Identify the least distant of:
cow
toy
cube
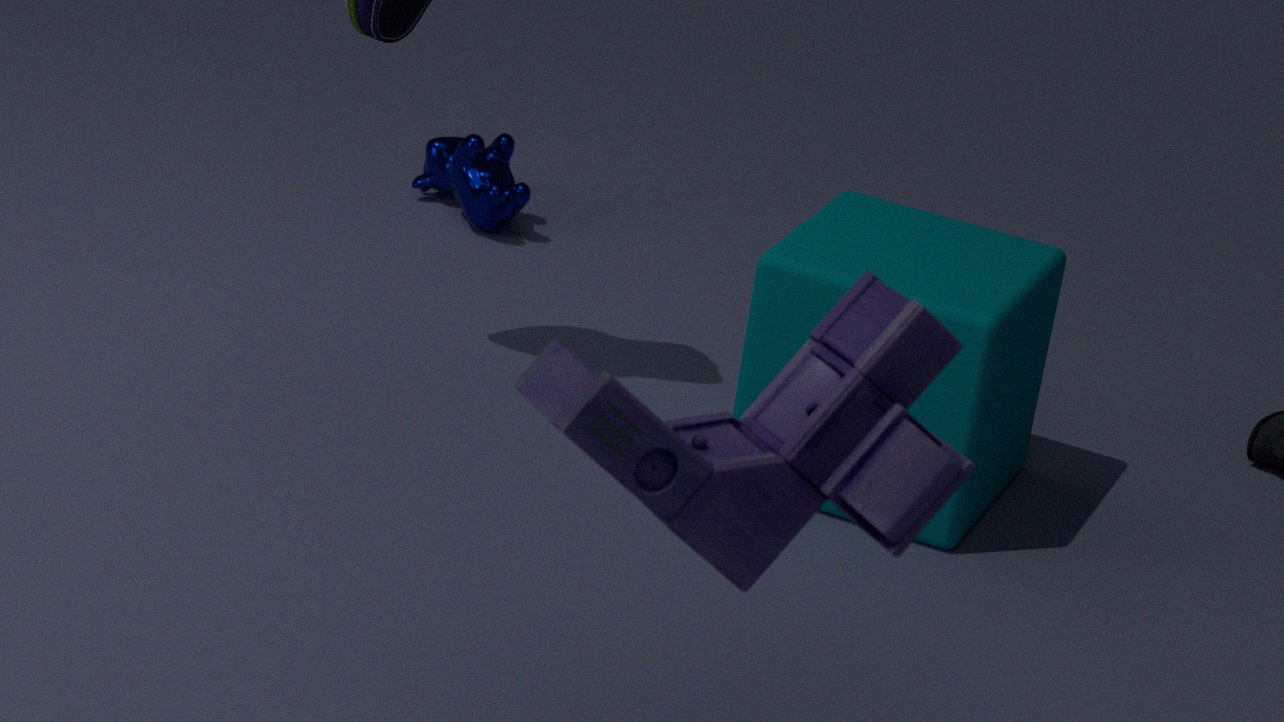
toy
